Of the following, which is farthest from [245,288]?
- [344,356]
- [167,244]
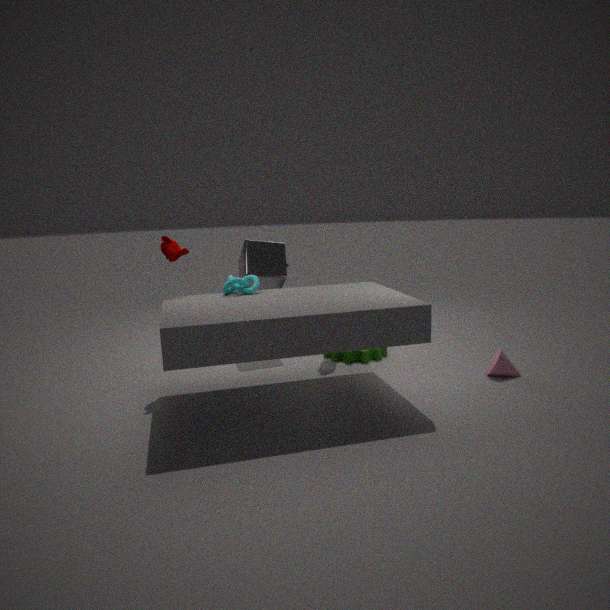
[344,356]
